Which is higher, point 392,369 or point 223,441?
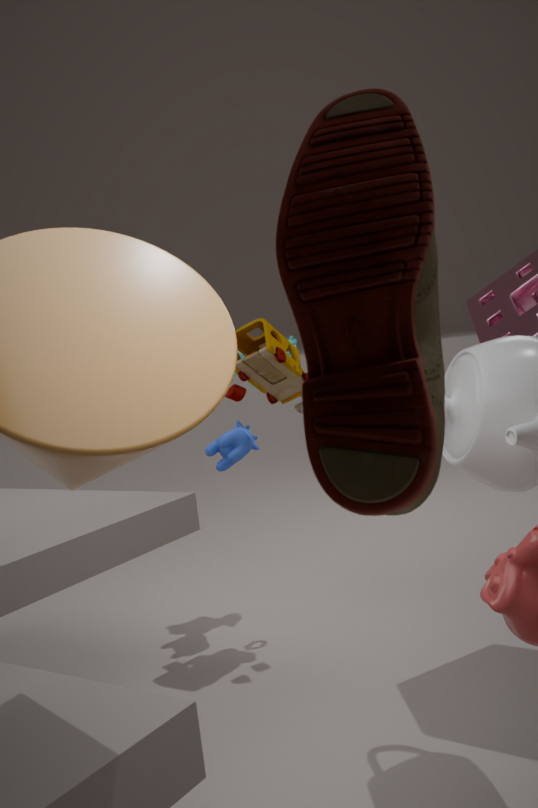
point 392,369
